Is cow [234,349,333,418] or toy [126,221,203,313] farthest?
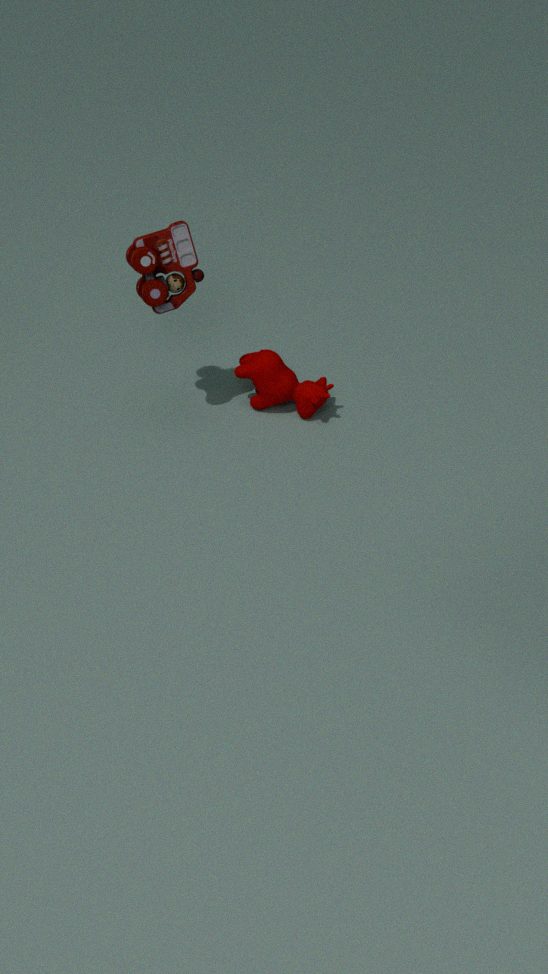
cow [234,349,333,418]
